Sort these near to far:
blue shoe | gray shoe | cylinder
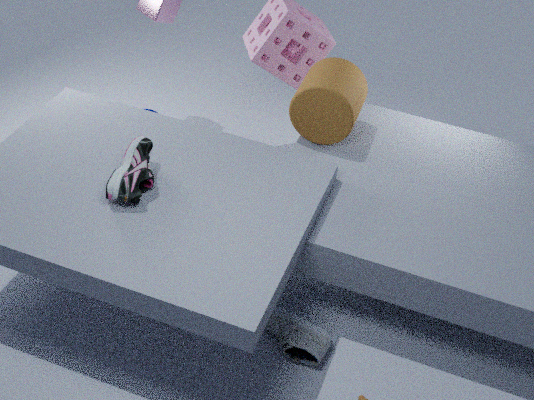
gray shoe
blue shoe
cylinder
